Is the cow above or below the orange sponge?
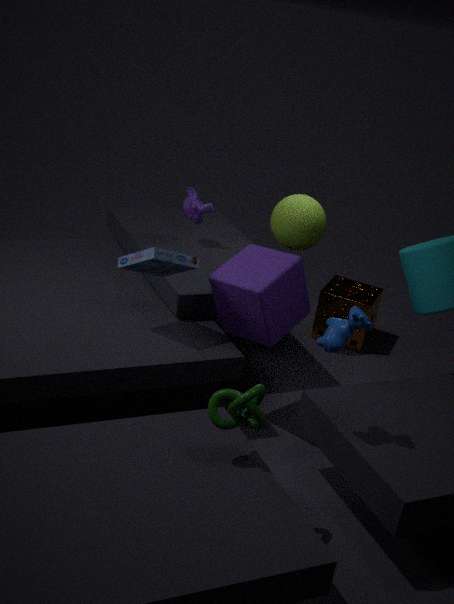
above
